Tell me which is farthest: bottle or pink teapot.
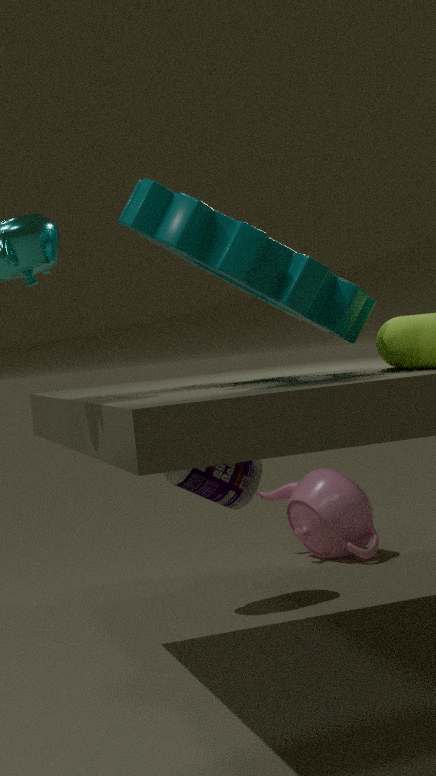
pink teapot
